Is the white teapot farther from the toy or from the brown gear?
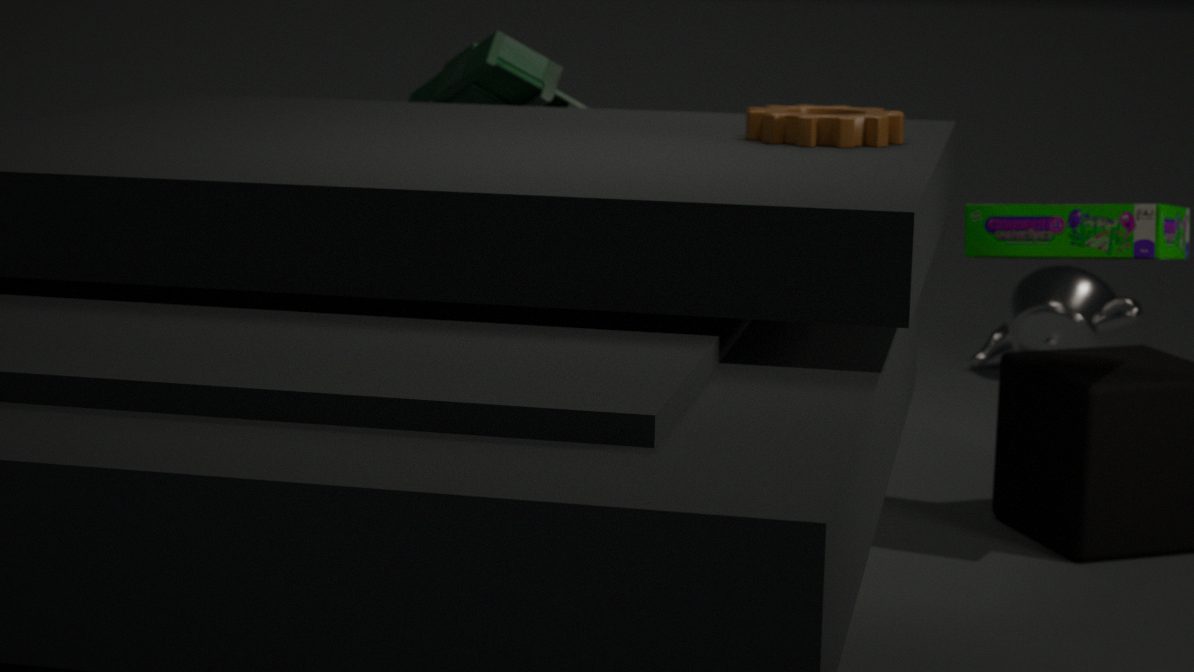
the brown gear
